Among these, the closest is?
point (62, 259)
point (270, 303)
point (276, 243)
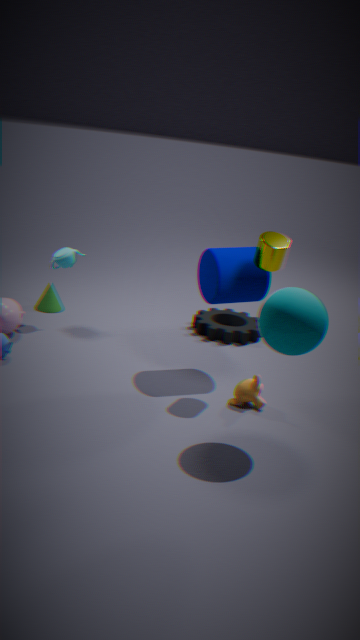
point (270, 303)
